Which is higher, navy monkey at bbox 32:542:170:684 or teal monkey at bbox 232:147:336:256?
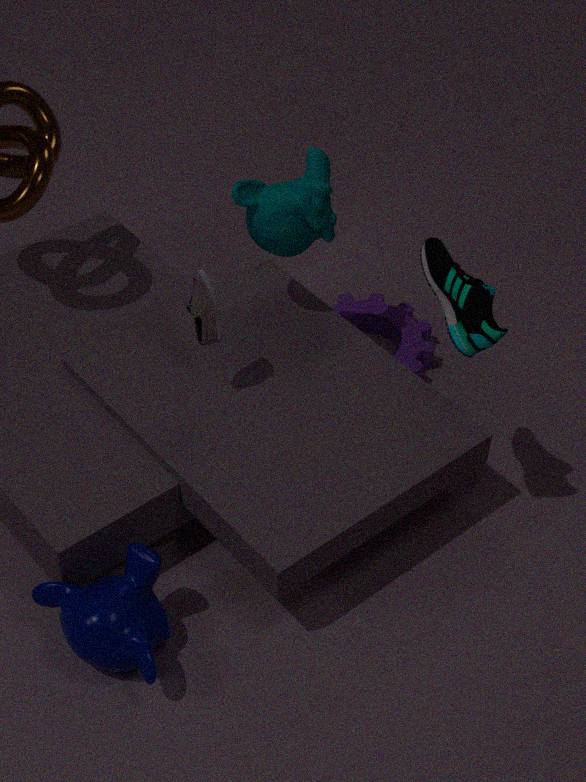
teal monkey at bbox 232:147:336:256
